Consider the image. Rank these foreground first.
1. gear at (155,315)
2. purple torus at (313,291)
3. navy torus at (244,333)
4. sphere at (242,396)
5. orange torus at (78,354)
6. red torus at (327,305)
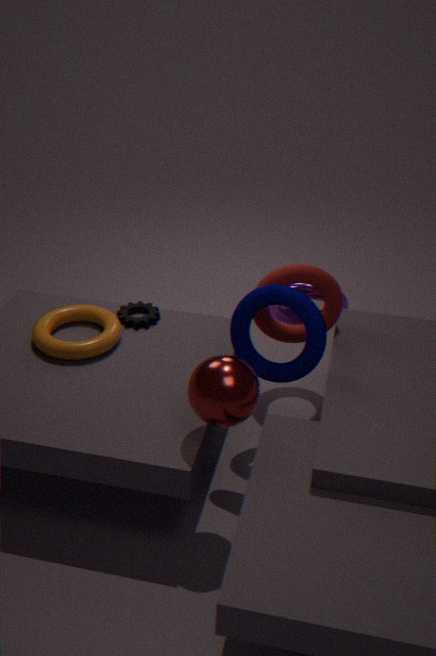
sphere at (242,396), navy torus at (244,333), red torus at (327,305), orange torus at (78,354), purple torus at (313,291), gear at (155,315)
